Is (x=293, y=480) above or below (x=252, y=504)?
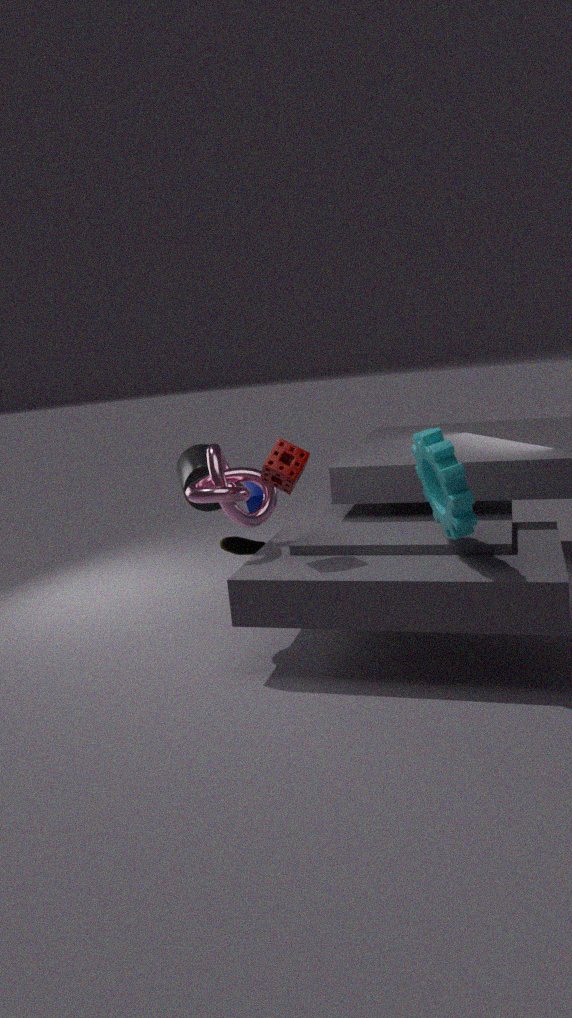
above
